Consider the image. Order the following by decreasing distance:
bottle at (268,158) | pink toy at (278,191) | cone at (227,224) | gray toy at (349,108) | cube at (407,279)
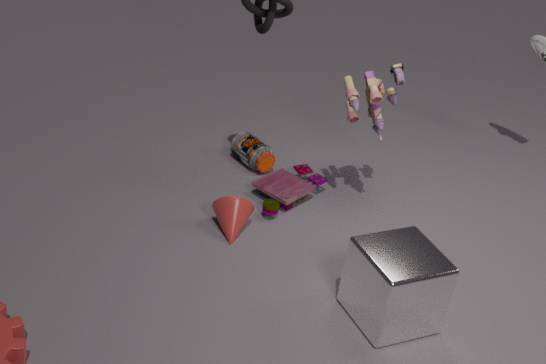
1. bottle at (268,158)
2. pink toy at (278,191)
3. gray toy at (349,108)
4. cone at (227,224)
5. cube at (407,279)
